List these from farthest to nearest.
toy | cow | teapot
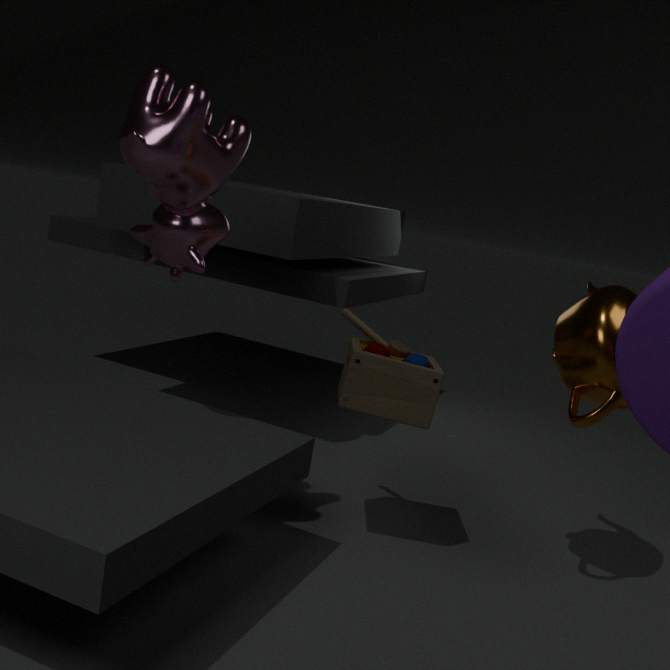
1. toy
2. teapot
3. cow
